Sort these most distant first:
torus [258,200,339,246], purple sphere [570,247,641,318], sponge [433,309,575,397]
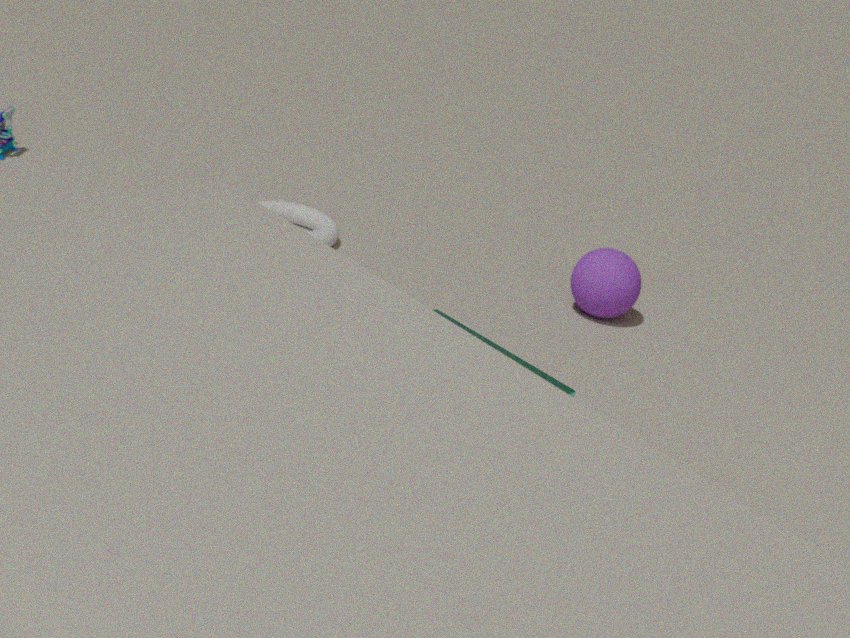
torus [258,200,339,246], purple sphere [570,247,641,318], sponge [433,309,575,397]
